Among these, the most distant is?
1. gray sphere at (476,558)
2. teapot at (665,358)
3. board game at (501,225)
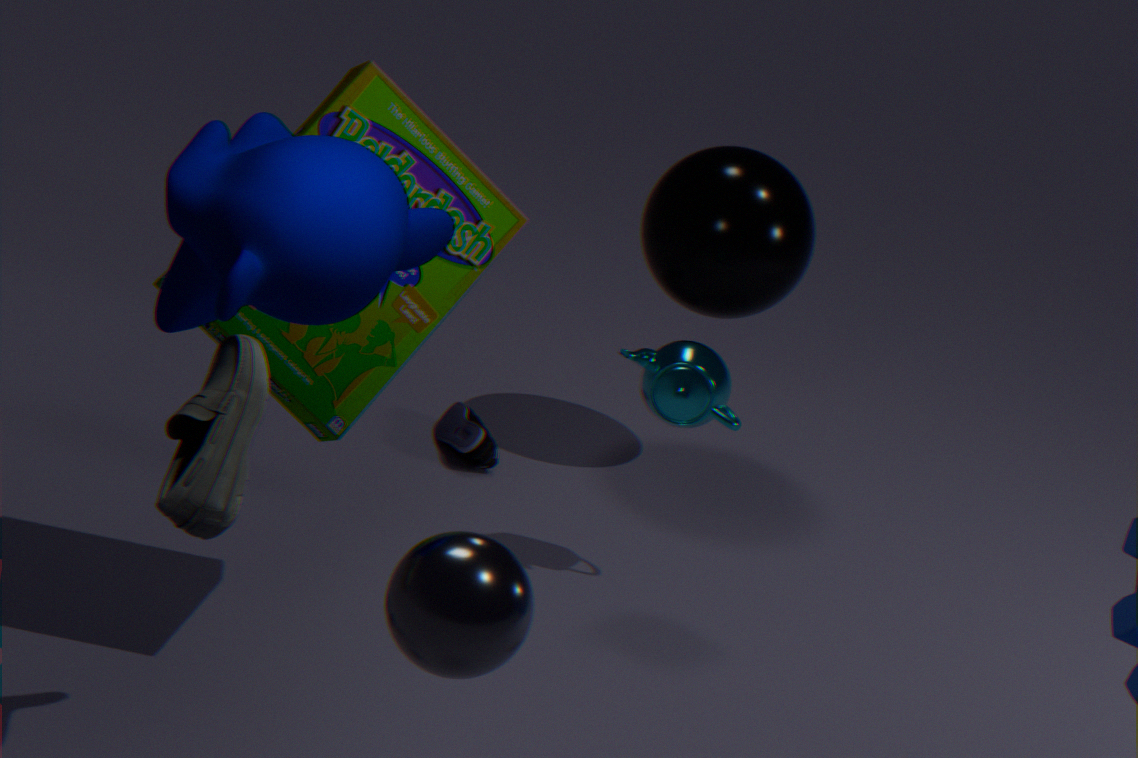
teapot at (665,358)
